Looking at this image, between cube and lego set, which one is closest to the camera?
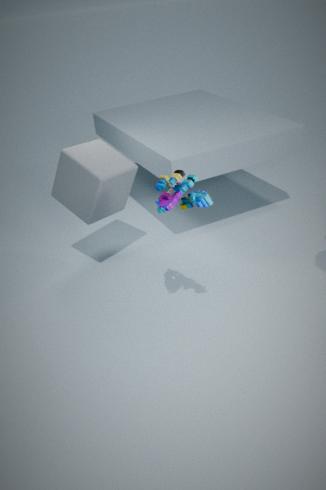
lego set
